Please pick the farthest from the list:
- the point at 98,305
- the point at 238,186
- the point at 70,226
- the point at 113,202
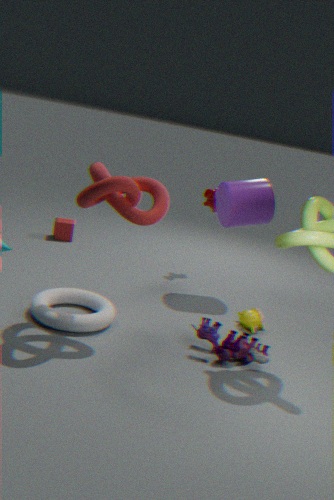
the point at 70,226
